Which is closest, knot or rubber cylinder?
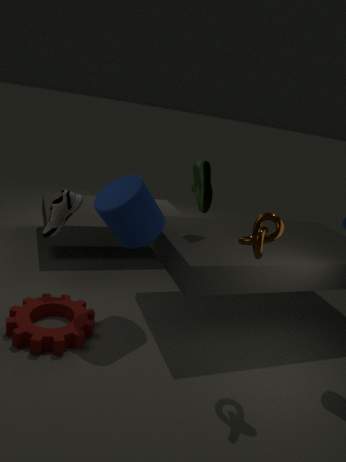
knot
